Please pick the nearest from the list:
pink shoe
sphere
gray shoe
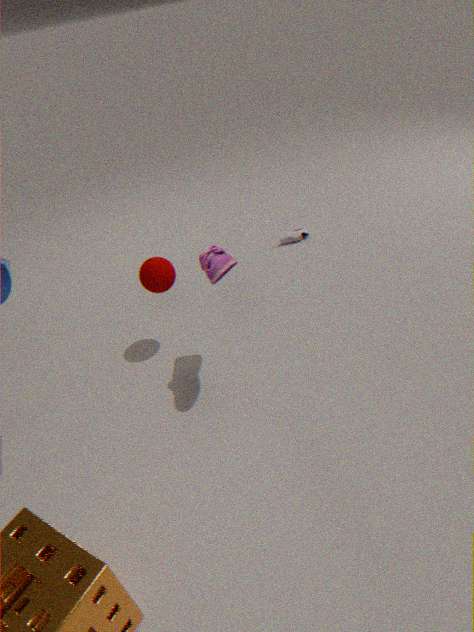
pink shoe
